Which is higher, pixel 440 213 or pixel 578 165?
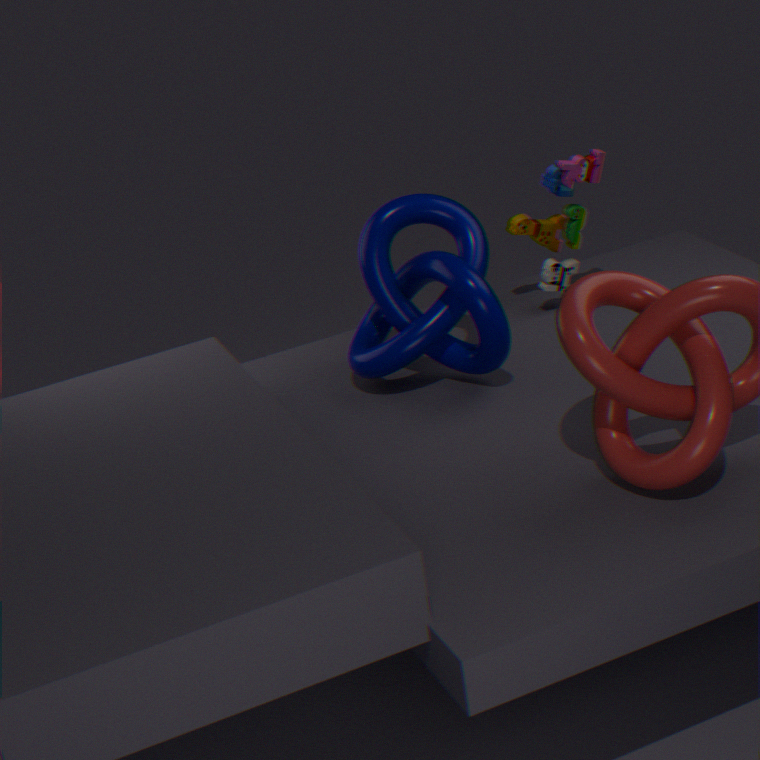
pixel 578 165
